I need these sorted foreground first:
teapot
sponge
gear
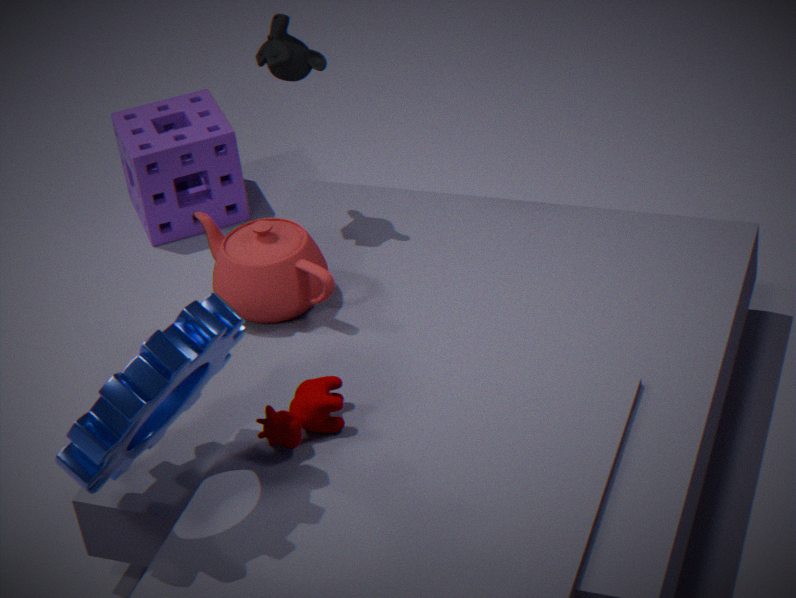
1. gear
2. teapot
3. sponge
